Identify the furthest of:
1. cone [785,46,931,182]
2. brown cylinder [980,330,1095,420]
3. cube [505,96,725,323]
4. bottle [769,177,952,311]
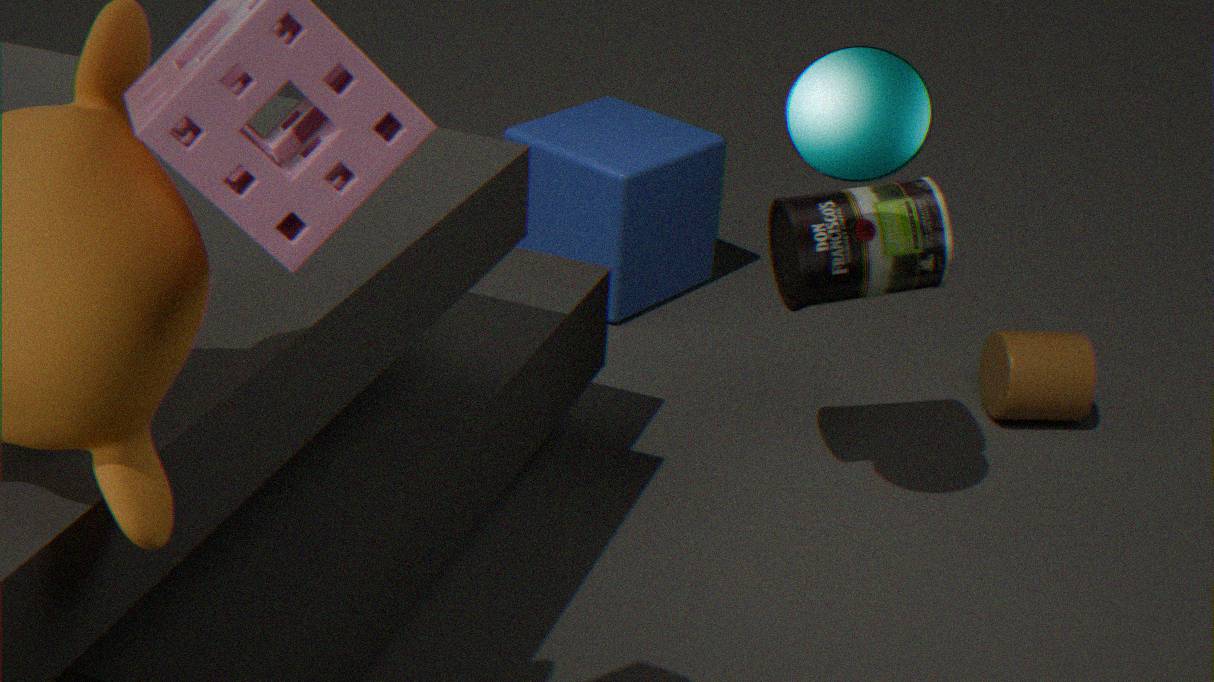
cube [505,96,725,323]
